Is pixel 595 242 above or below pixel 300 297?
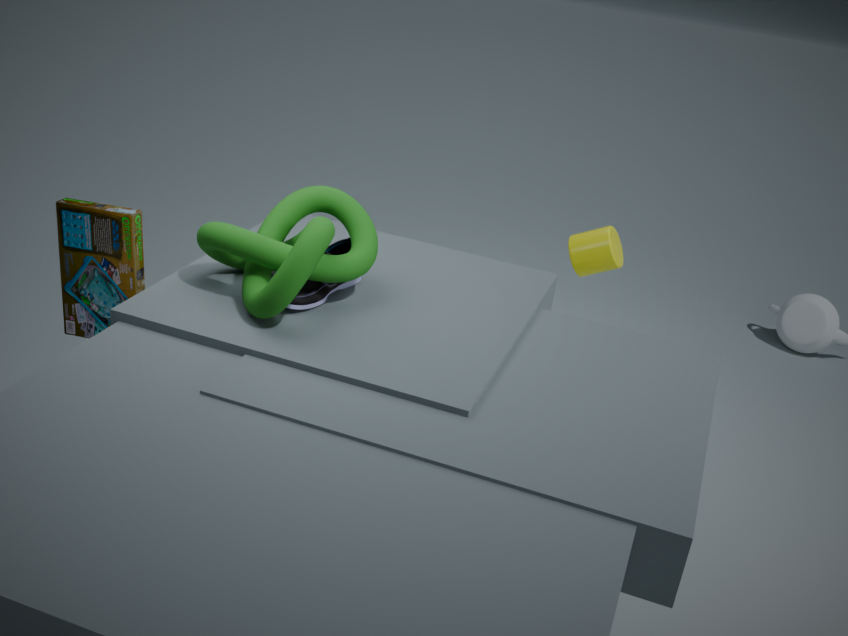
below
